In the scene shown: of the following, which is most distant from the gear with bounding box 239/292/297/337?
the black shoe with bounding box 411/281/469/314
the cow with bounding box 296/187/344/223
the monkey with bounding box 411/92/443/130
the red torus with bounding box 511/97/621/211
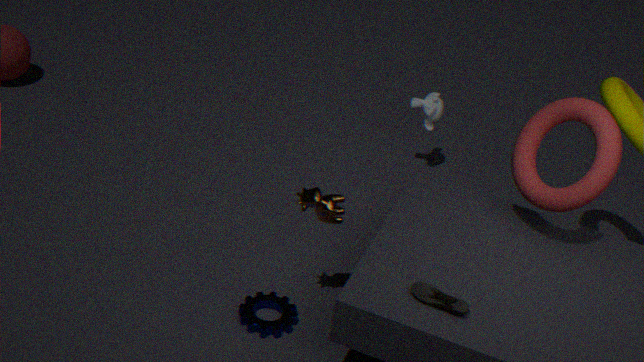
the monkey with bounding box 411/92/443/130
